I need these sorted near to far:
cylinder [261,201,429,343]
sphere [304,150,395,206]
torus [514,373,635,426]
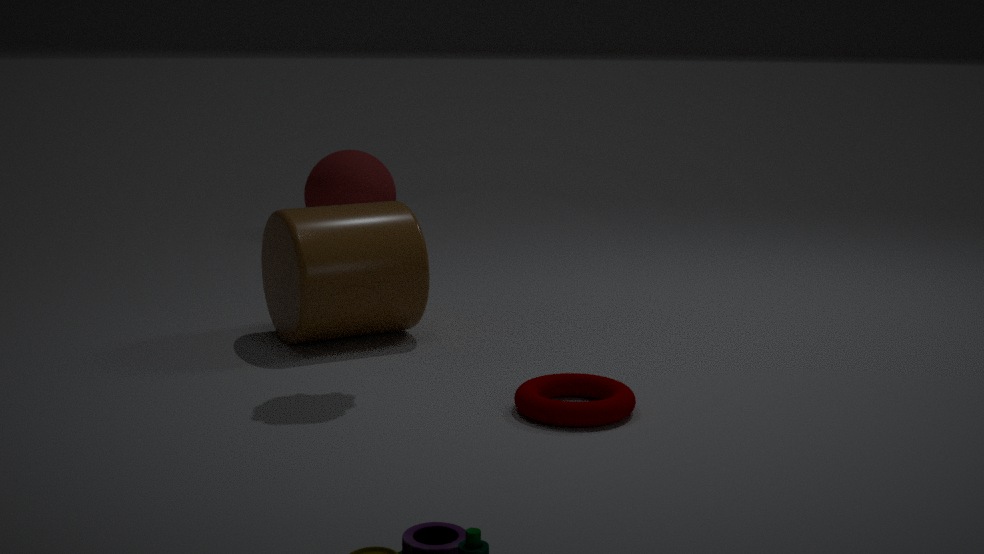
1. torus [514,373,635,426]
2. cylinder [261,201,429,343]
3. sphere [304,150,395,206]
